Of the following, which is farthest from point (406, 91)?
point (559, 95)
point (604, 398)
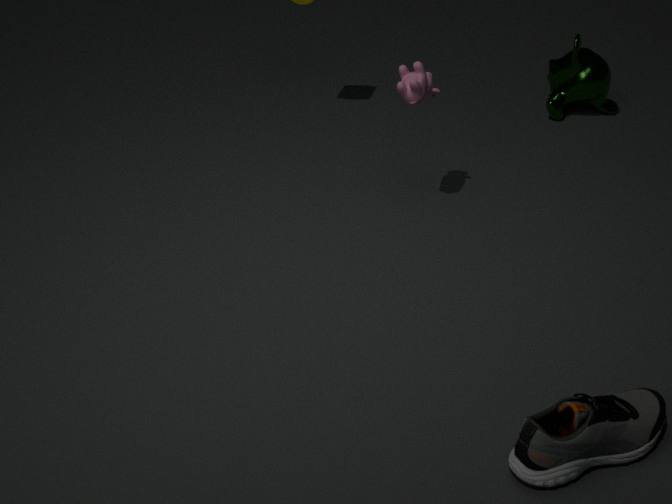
point (604, 398)
